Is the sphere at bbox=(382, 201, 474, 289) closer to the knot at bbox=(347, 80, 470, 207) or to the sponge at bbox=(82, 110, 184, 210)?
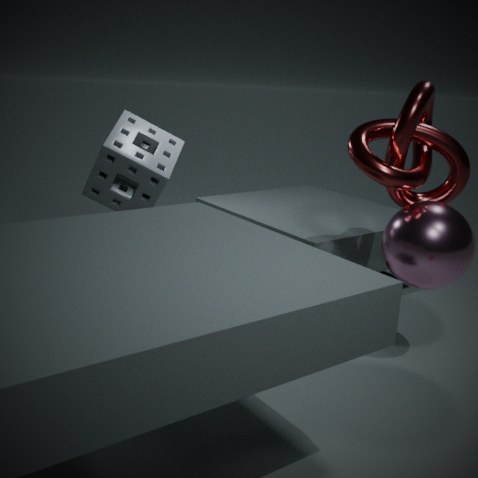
the knot at bbox=(347, 80, 470, 207)
